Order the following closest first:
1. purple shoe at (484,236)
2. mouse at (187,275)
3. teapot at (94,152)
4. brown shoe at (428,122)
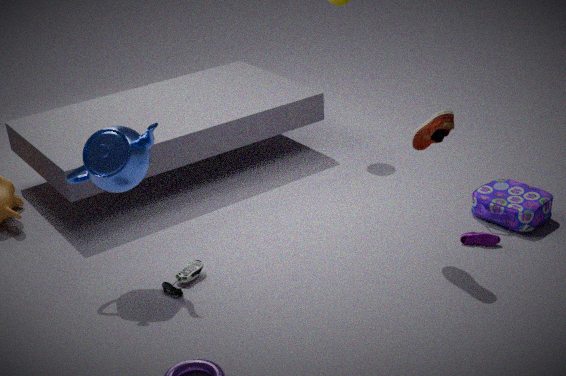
1. brown shoe at (428,122)
2. teapot at (94,152)
3. mouse at (187,275)
4. purple shoe at (484,236)
